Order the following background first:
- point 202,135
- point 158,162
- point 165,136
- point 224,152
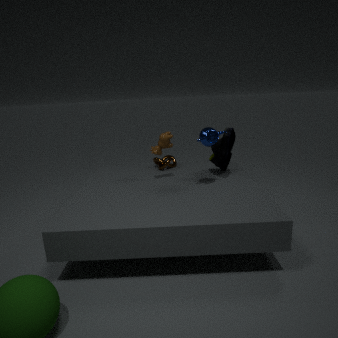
point 158,162 → point 165,136 → point 224,152 → point 202,135
